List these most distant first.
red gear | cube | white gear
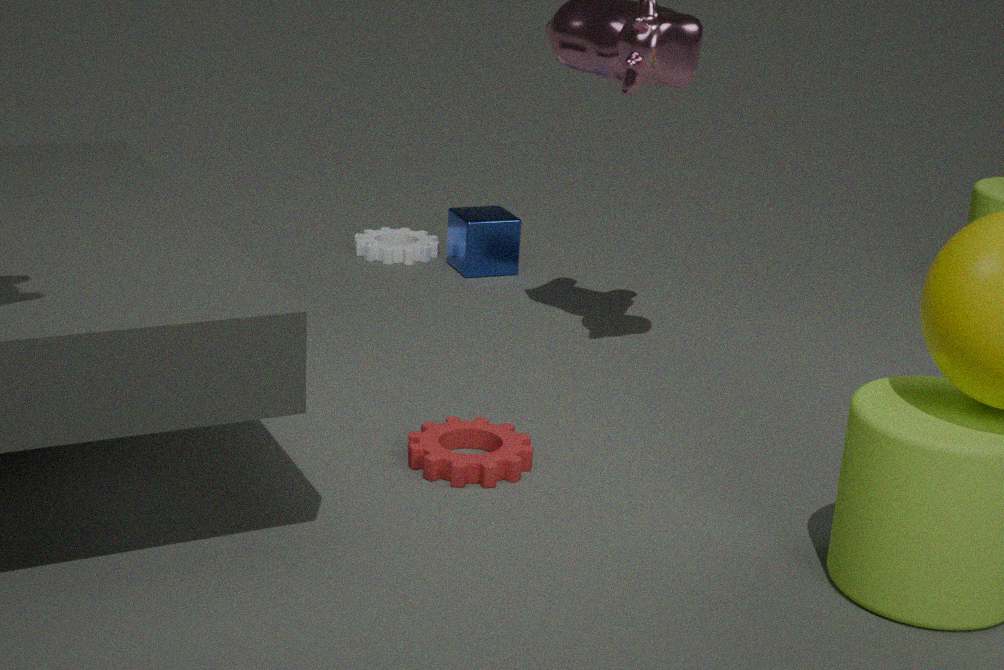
white gear, cube, red gear
